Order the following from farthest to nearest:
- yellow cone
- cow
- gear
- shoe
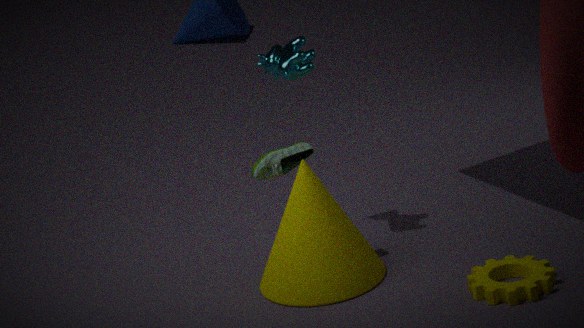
cow → shoe → yellow cone → gear
